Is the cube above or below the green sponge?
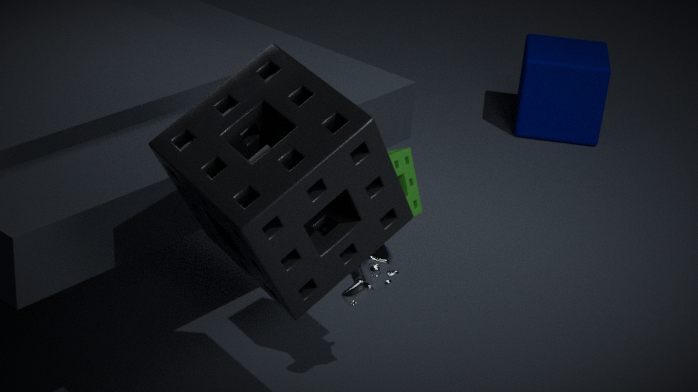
below
